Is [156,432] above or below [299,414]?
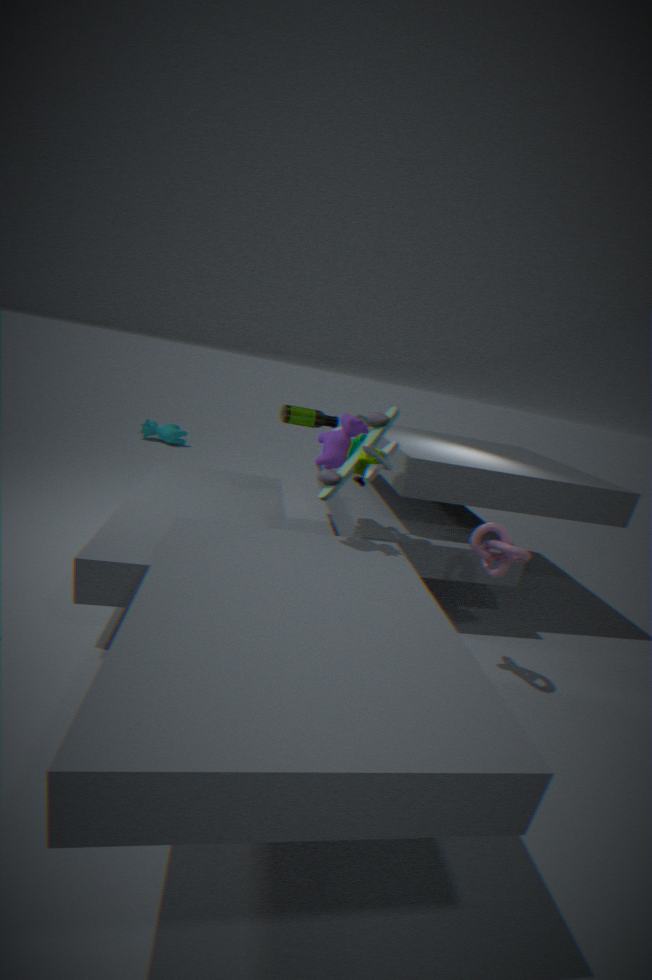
below
